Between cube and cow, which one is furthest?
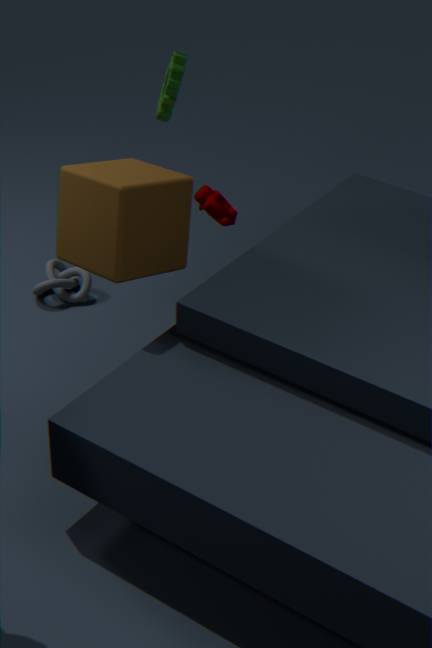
cow
